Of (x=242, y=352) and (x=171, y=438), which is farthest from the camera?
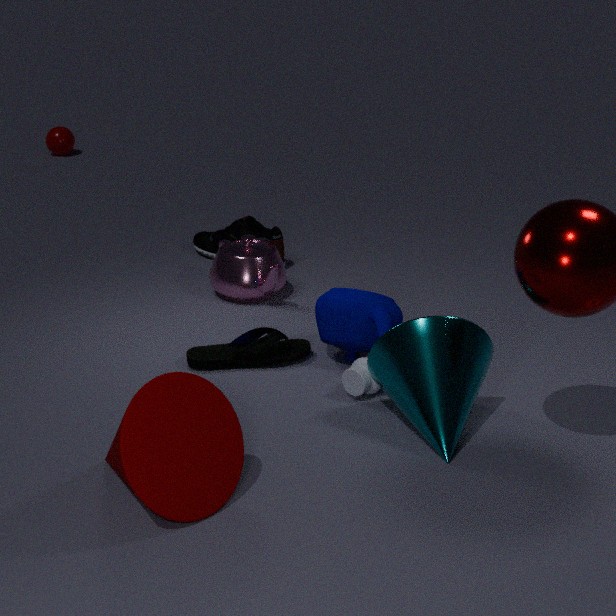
(x=242, y=352)
